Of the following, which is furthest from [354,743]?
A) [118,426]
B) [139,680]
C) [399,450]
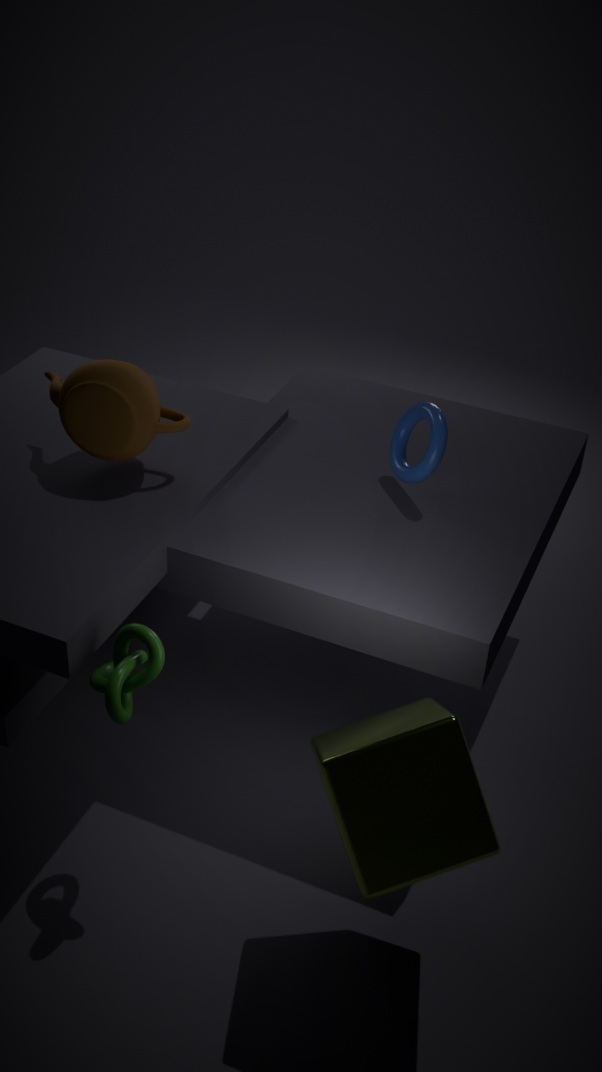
[118,426]
